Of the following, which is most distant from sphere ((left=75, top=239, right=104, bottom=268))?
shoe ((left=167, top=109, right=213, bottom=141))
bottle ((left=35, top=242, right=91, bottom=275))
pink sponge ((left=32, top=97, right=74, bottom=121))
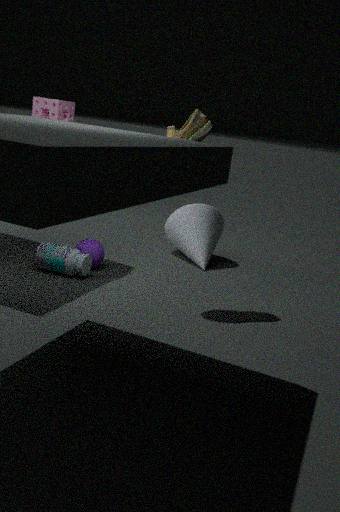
pink sponge ((left=32, top=97, right=74, bottom=121))
